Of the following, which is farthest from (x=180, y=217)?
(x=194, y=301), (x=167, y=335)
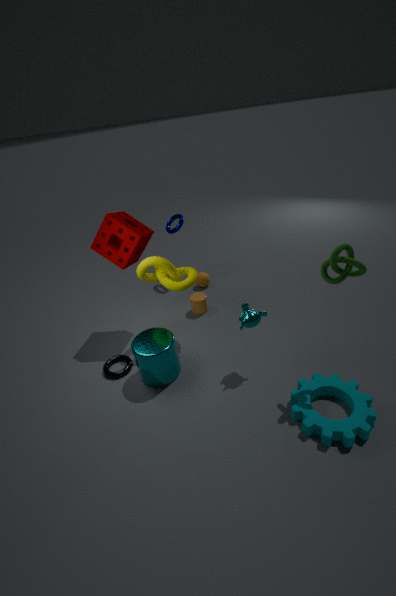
(x=167, y=335)
